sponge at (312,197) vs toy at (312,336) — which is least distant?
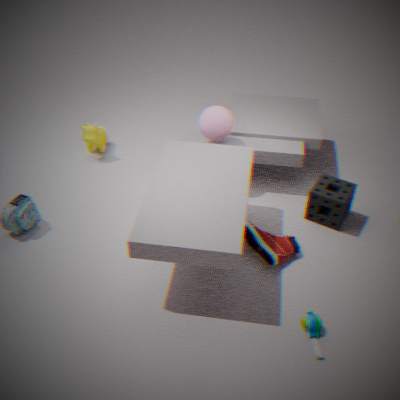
toy at (312,336)
